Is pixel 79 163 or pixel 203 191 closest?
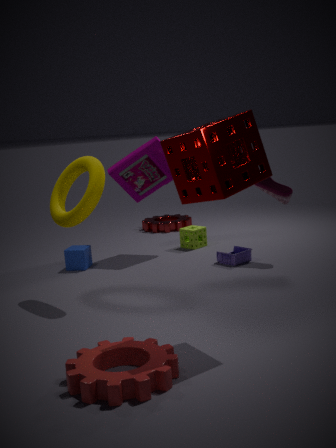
pixel 203 191
